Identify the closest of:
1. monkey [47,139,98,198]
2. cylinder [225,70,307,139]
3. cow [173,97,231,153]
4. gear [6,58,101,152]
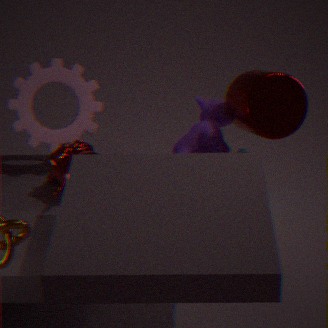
cylinder [225,70,307,139]
